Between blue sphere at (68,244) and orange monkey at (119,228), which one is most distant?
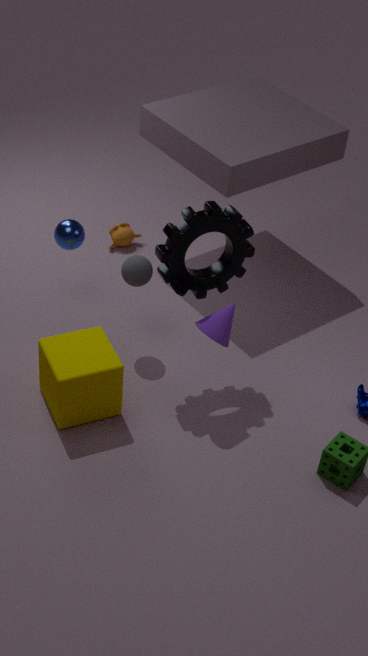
orange monkey at (119,228)
